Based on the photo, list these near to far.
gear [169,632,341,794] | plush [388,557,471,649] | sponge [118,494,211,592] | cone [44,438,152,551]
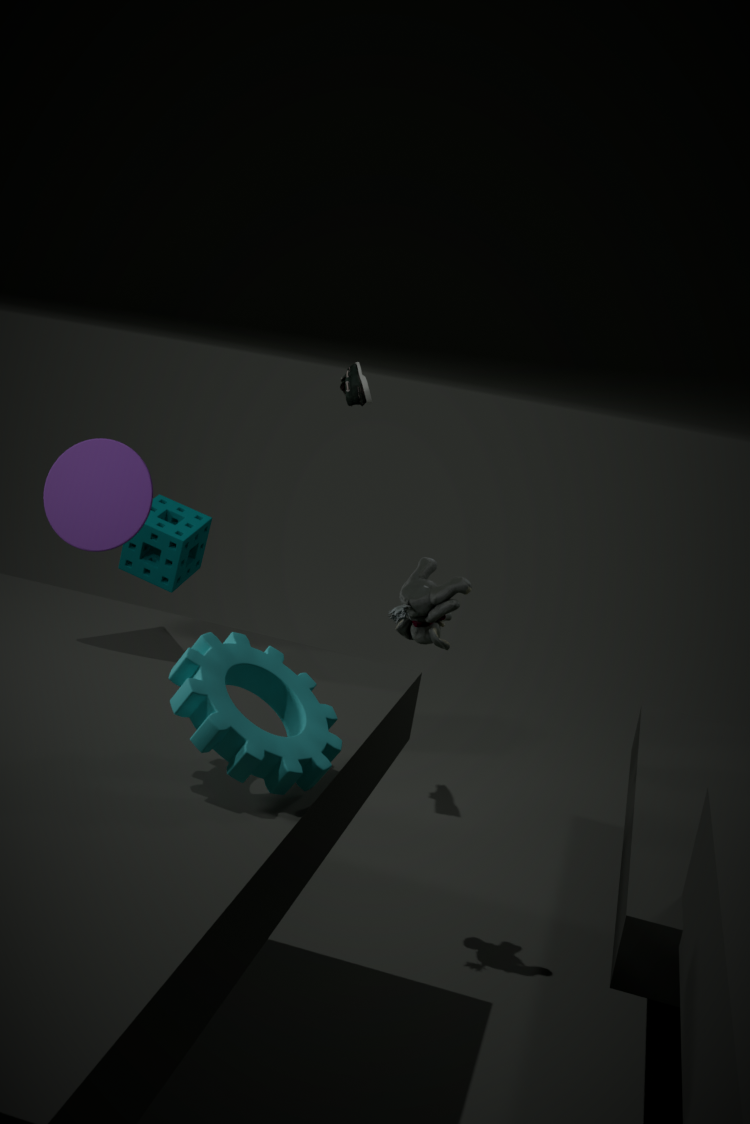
gear [169,632,341,794]
cone [44,438,152,551]
plush [388,557,471,649]
sponge [118,494,211,592]
